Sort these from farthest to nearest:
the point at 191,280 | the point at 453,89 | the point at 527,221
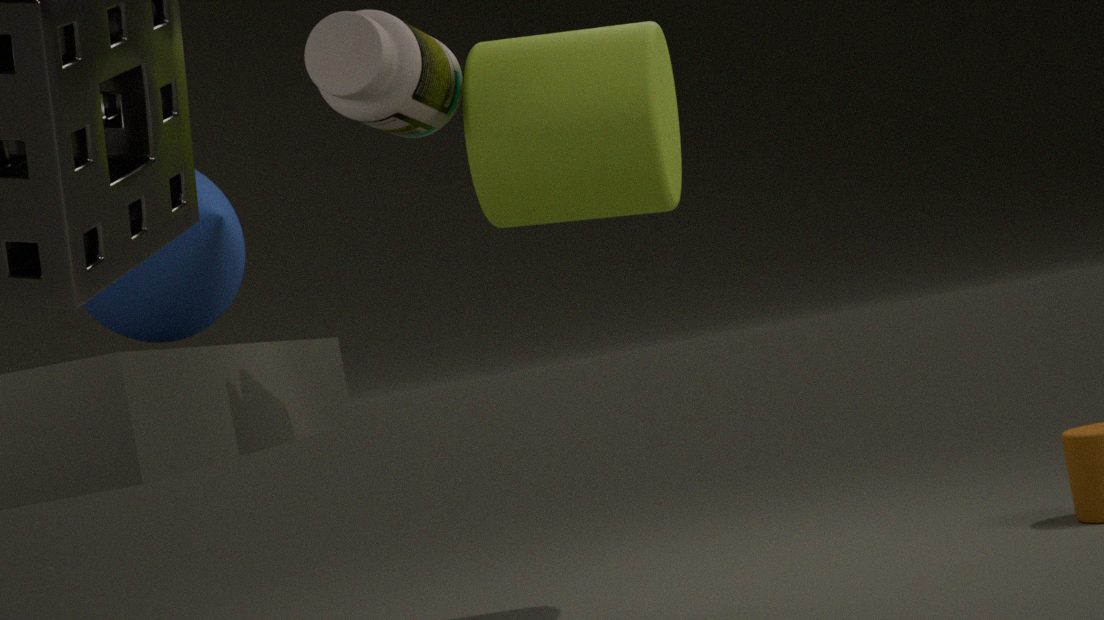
the point at 191,280, the point at 527,221, the point at 453,89
